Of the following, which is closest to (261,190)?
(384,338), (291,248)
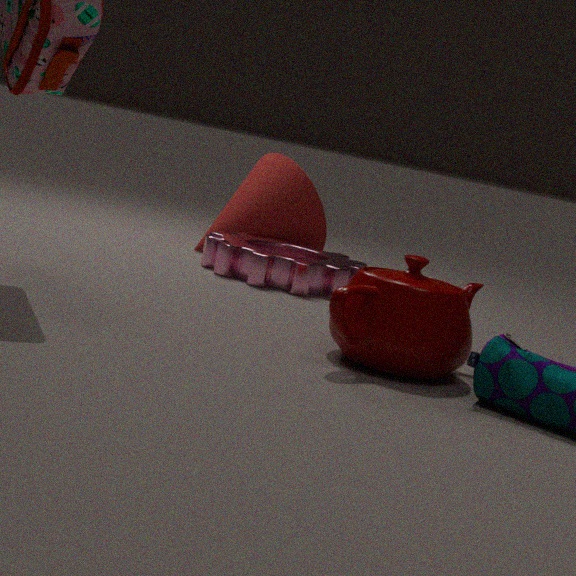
(291,248)
